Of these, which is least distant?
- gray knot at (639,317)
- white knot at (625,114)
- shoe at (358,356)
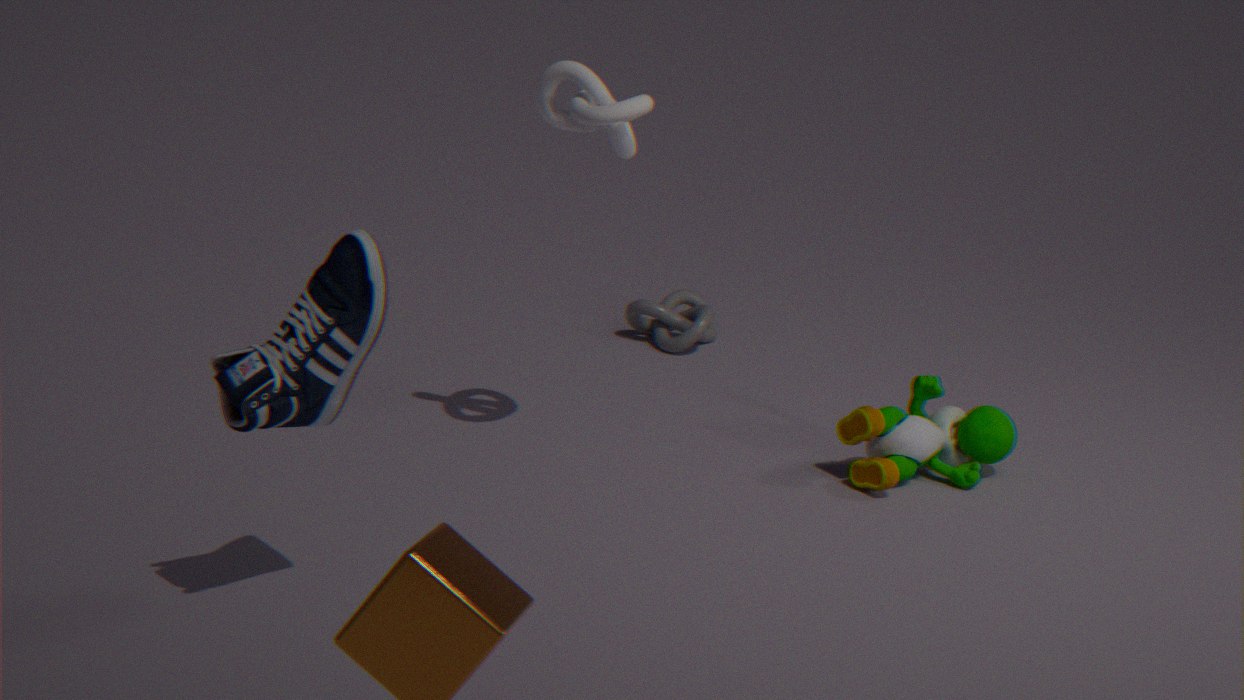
shoe at (358,356)
